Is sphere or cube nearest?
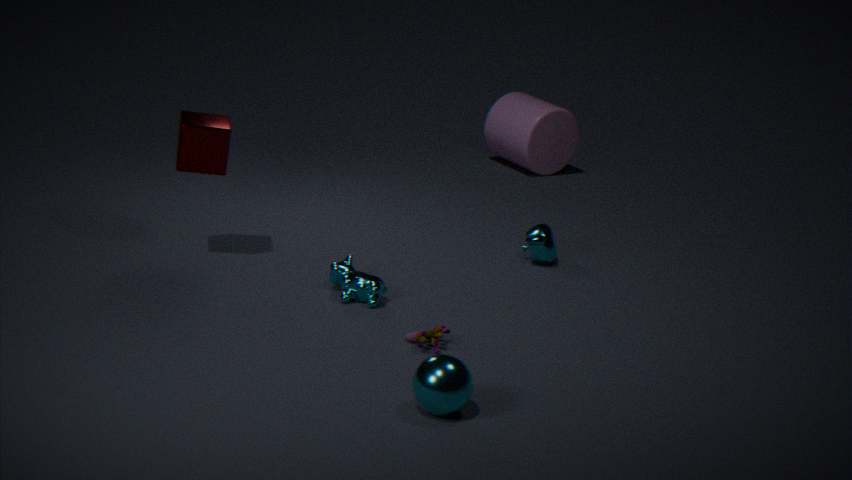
sphere
